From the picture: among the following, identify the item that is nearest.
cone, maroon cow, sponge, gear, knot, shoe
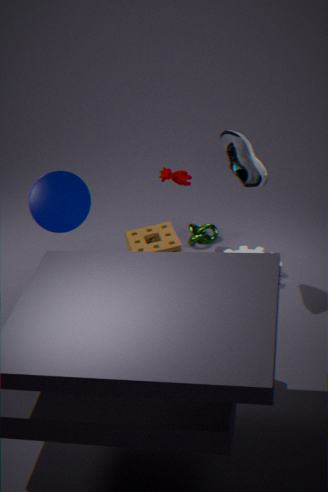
shoe
